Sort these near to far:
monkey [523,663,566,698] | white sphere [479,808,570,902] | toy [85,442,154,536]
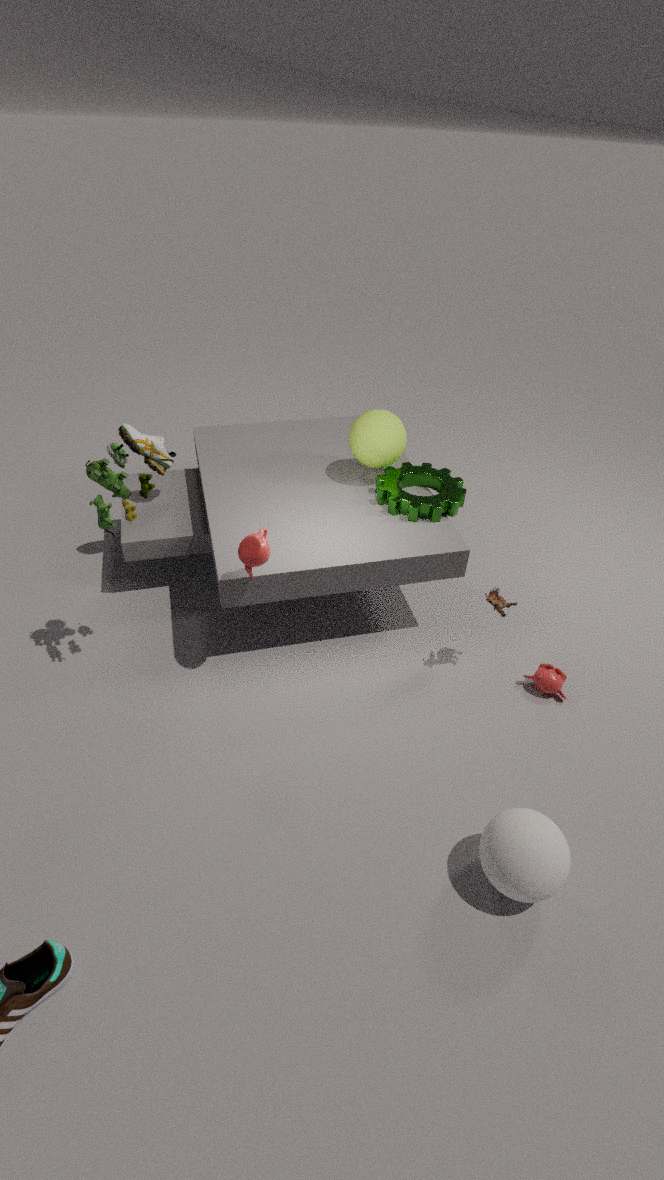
white sphere [479,808,570,902] → toy [85,442,154,536] → monkey [523,663,566,698]
